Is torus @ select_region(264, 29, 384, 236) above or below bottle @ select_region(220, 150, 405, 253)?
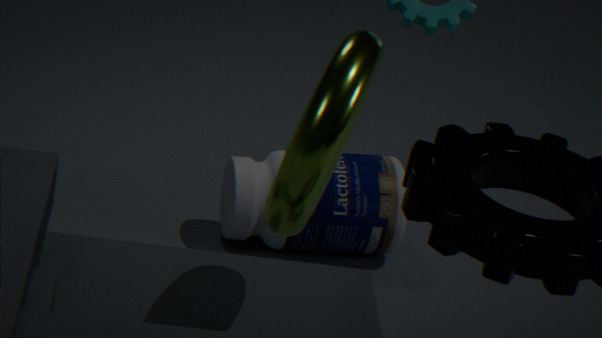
Result: above
